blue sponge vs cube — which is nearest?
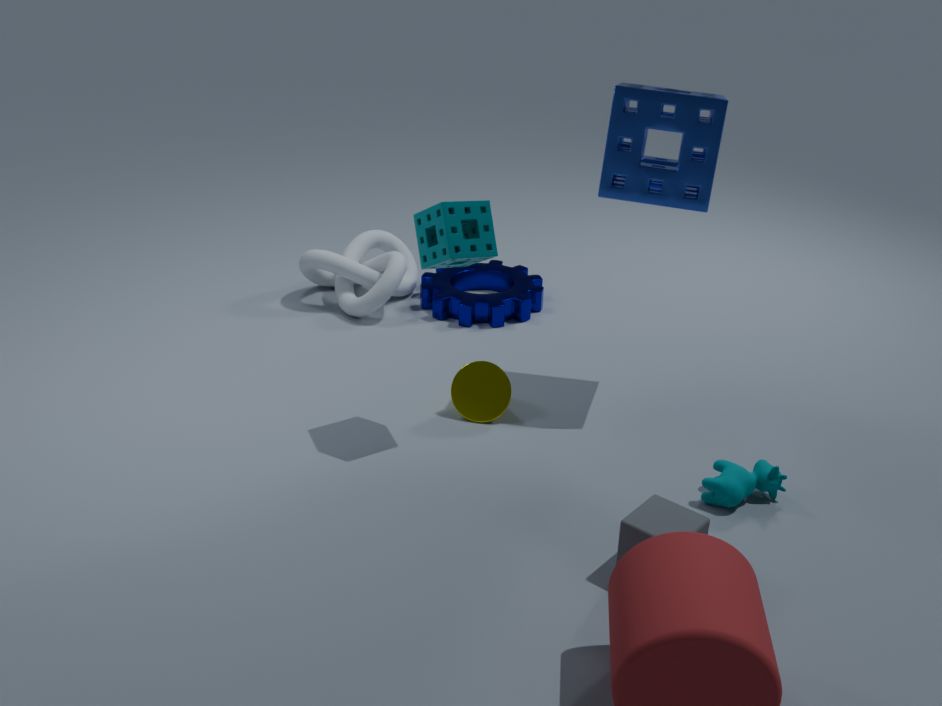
cube
